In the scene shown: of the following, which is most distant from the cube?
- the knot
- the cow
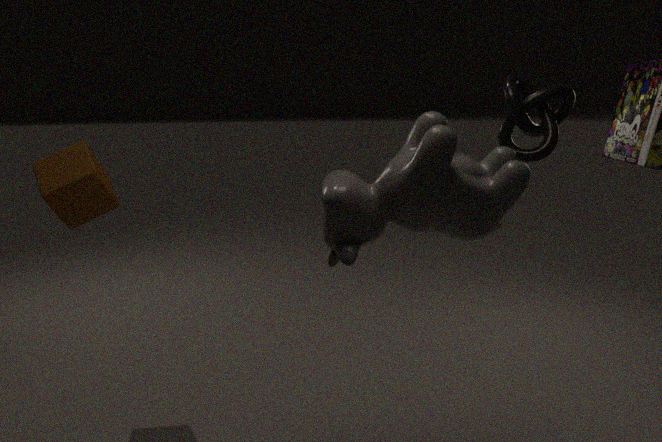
the knot
